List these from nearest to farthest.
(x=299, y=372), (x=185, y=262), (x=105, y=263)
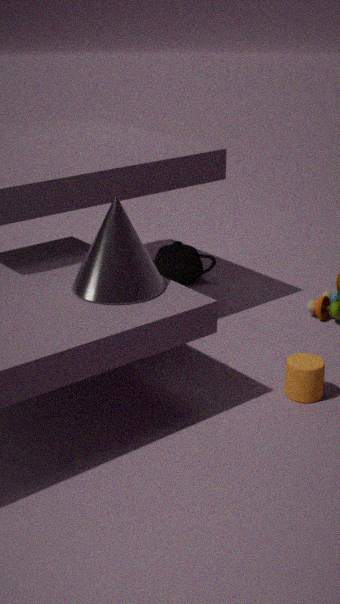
(x=105, y=263) → (x=299, y=372) → (x=185, y=262)
